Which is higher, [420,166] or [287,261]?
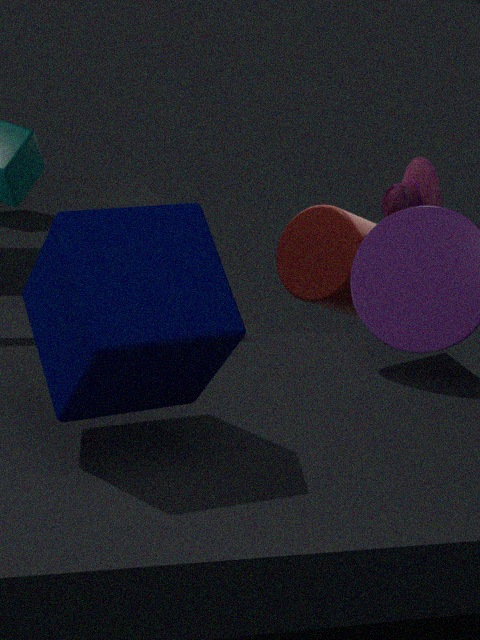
[420,166]
